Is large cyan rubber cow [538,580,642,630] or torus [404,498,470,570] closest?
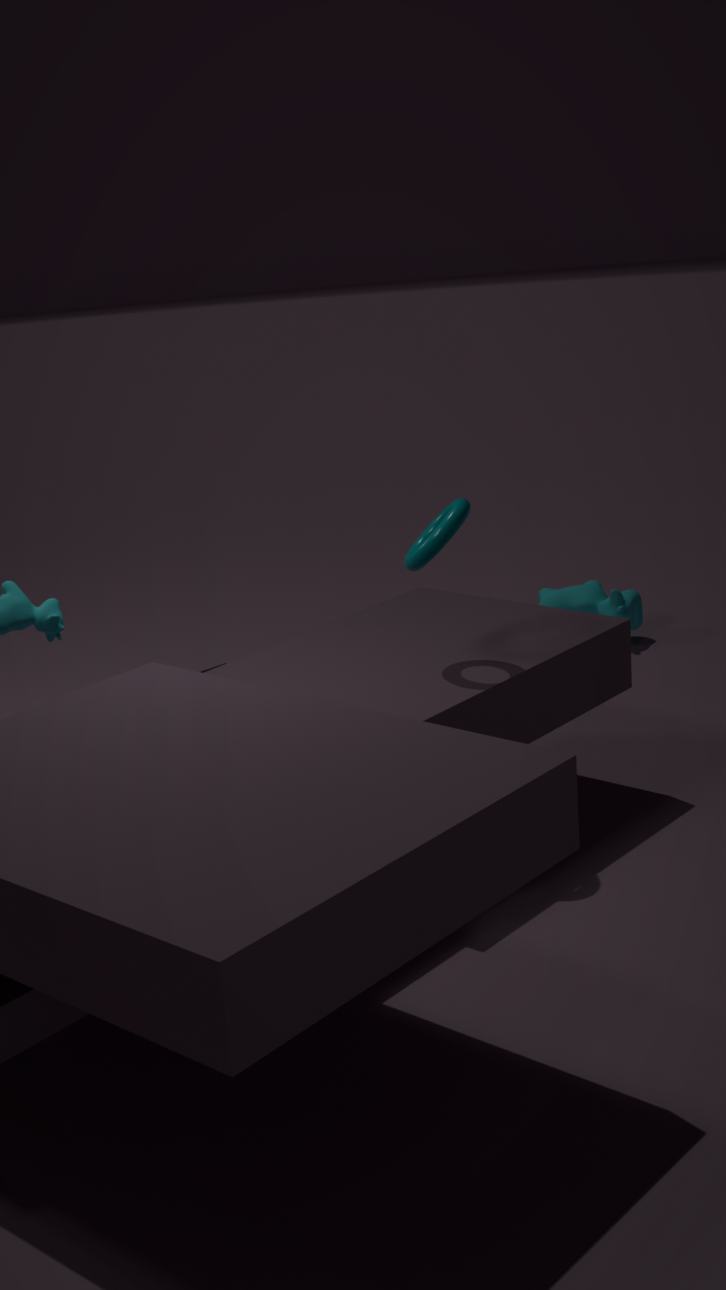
torus [404,498,470,570]
